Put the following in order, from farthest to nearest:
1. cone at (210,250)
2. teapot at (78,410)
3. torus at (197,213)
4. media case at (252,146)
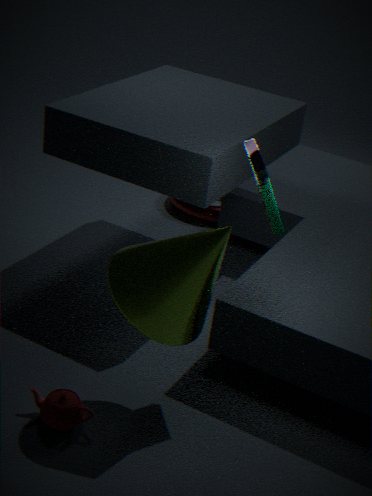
1. torus at (197,213)
2. teapot at (78,410)
3. media case at (252,146)
4. cone at (210,250)
